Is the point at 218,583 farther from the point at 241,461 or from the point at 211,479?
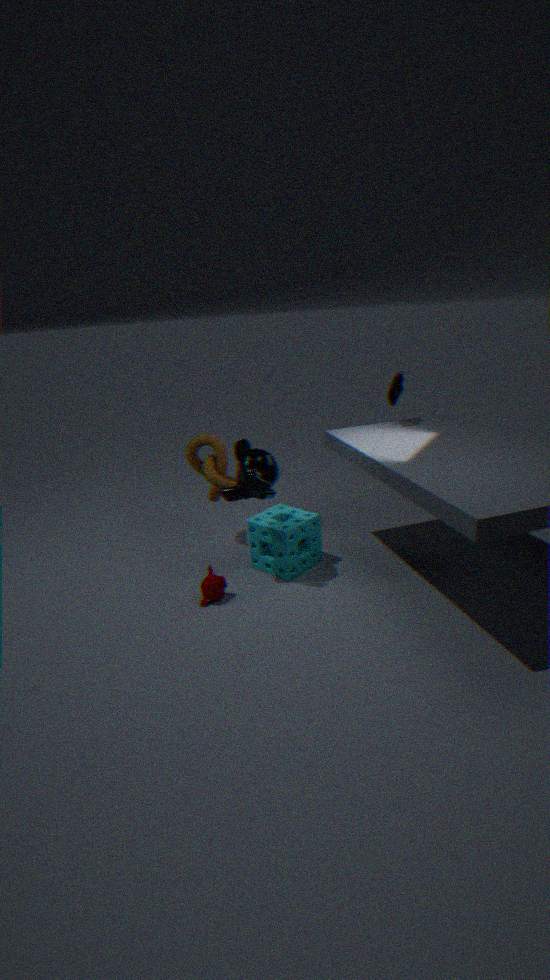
the point at 211,479
